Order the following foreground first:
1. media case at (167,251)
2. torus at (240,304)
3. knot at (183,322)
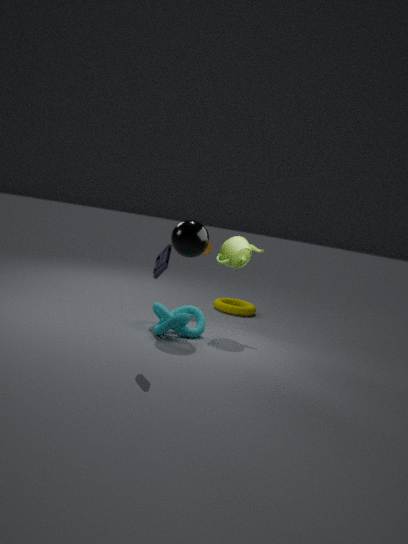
media case at (167,251)
knot at (183,322)
torus at (240,304)
